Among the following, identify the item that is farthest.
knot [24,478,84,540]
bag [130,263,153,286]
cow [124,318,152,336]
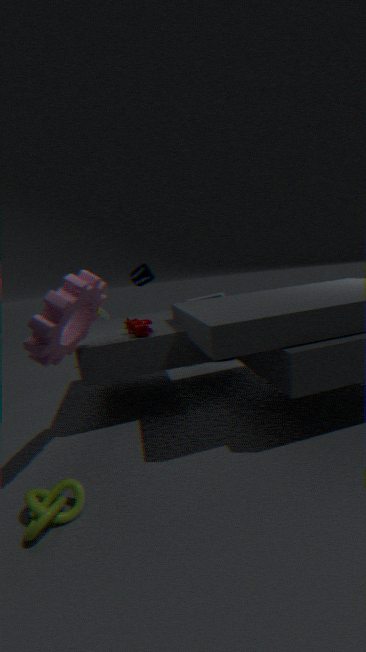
bag [130,263,153,286]
